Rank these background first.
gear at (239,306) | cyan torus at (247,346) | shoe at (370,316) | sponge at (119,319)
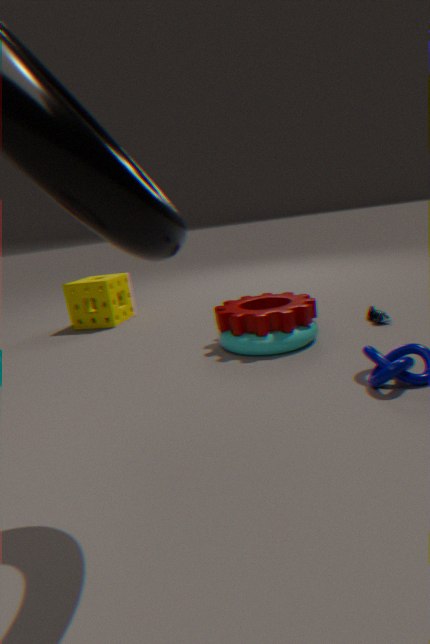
sponge at (119,319) → shoe at (370,316) → gear at (239,306) → cyan torus at (247,346)
